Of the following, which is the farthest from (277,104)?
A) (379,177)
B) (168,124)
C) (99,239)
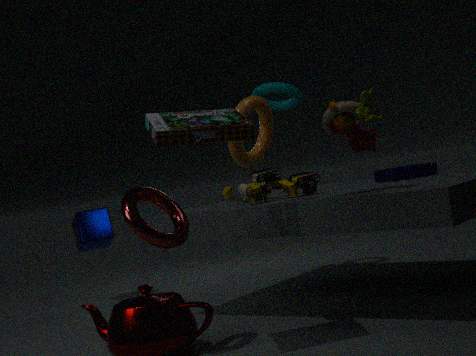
(168,124)
